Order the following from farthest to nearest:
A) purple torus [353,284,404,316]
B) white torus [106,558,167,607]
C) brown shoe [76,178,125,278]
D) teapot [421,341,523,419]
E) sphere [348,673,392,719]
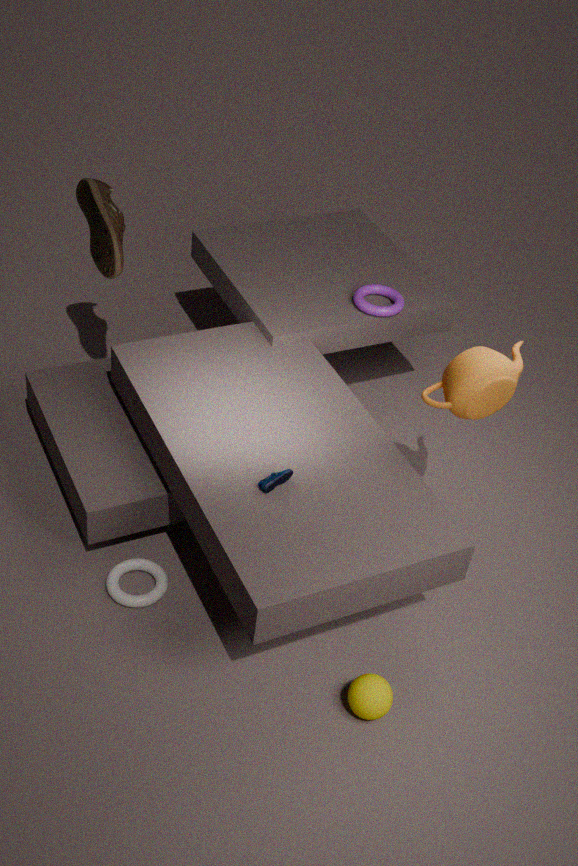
purple torus [353,284,404,316] → brown shoe [76,178,125,278] → white torus [106,558,167,607] → teapot [421,341,523,419] → sphere [348,673,392,719]
